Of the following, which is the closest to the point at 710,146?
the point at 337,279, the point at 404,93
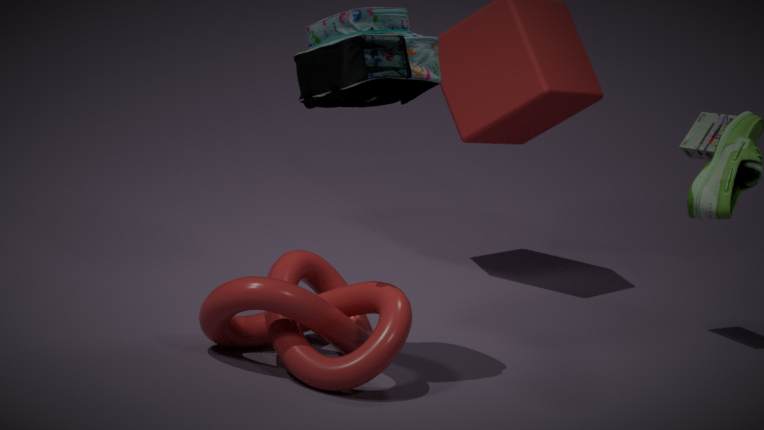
the point at 404,93
